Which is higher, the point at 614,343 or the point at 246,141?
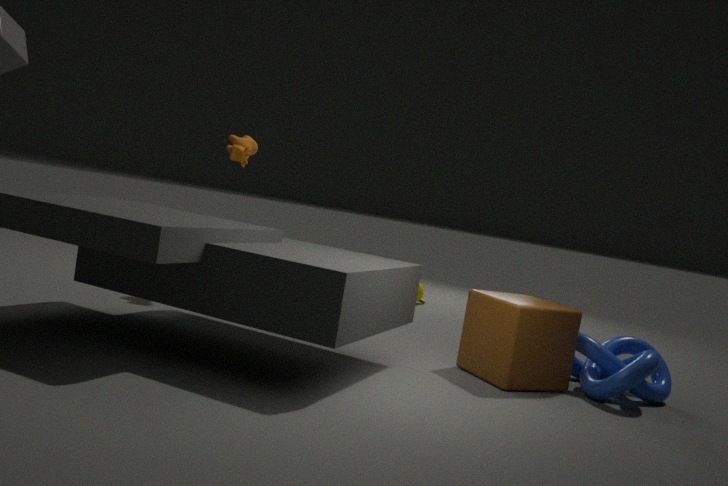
the point at 246,141
